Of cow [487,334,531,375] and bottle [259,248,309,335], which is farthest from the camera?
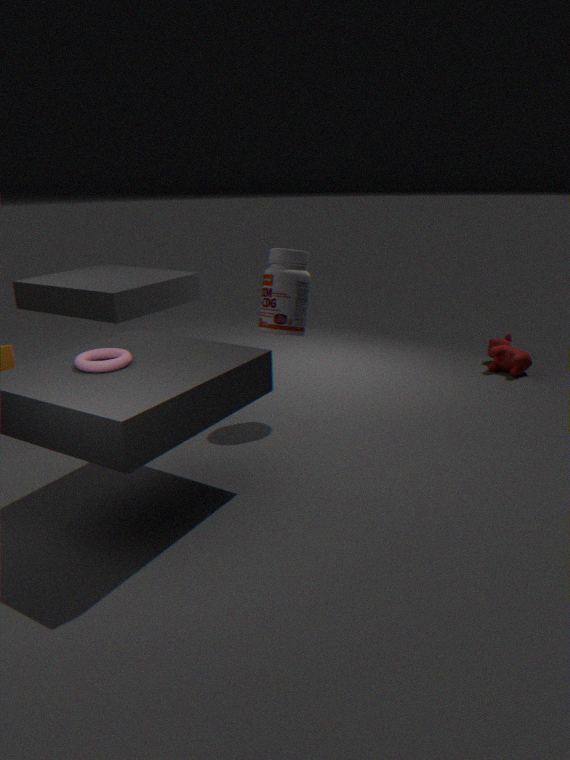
cow [487,334,531,375]
